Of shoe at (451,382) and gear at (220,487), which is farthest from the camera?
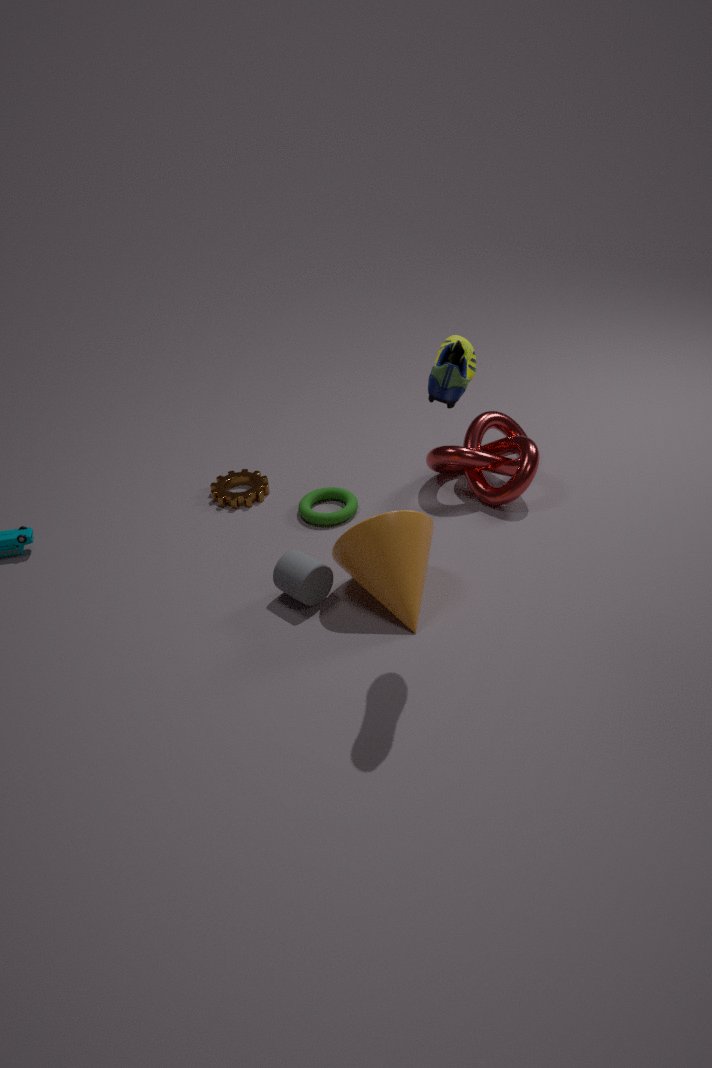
gear at (220,487)
